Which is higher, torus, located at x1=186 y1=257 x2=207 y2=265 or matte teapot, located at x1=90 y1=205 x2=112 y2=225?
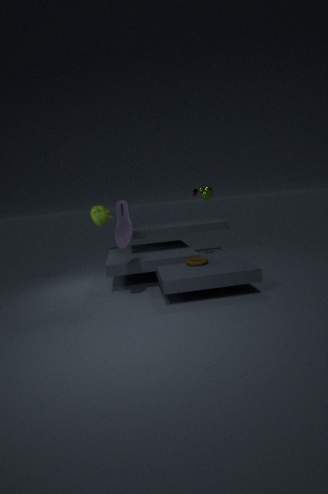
matte teapot, located at x1=90 y1=205 x2=112 y2=225
